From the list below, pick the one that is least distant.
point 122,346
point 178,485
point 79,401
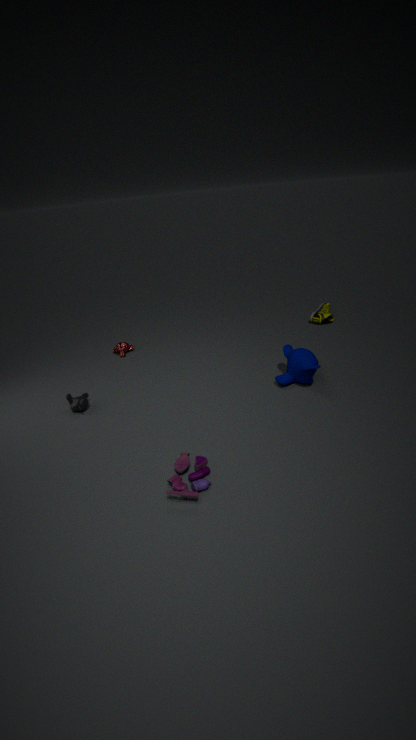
point 178,485
